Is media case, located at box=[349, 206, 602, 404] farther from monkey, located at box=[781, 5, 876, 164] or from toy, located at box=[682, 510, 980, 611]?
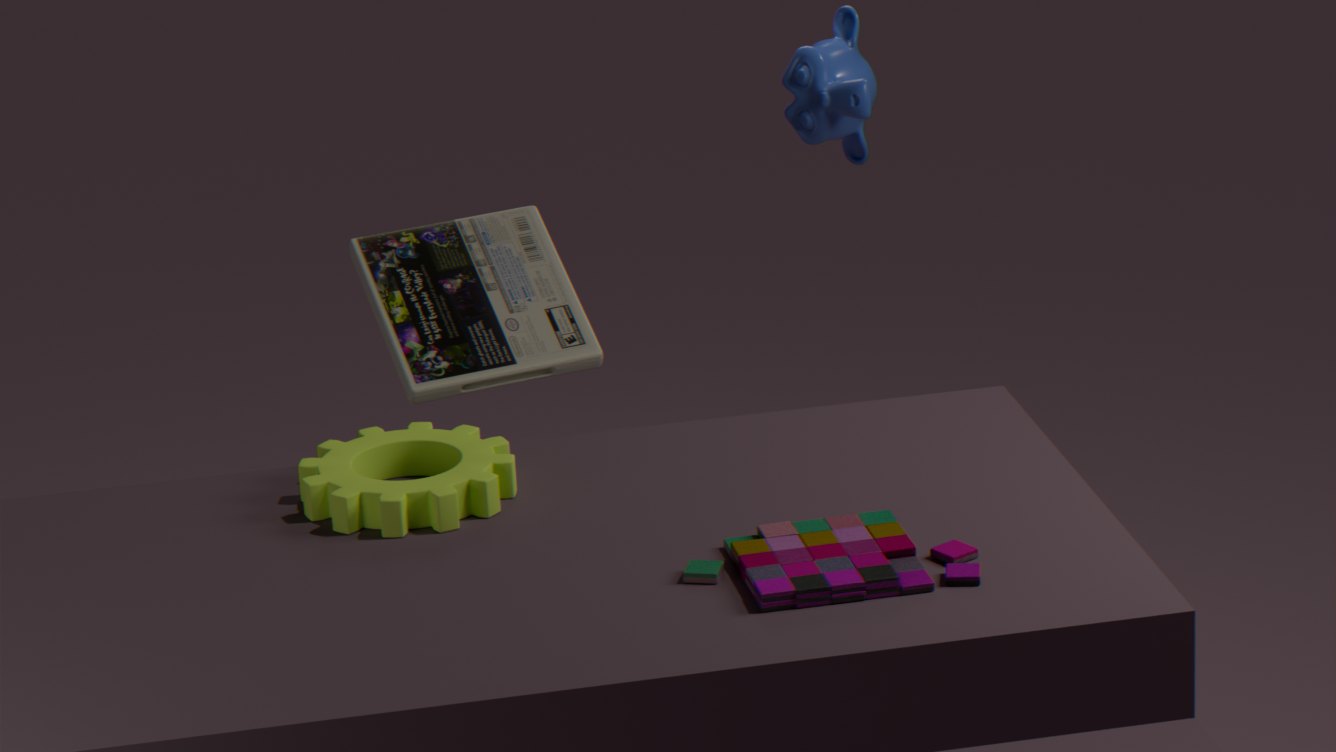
monkey, located at box=[781, 5, 876, 164]
